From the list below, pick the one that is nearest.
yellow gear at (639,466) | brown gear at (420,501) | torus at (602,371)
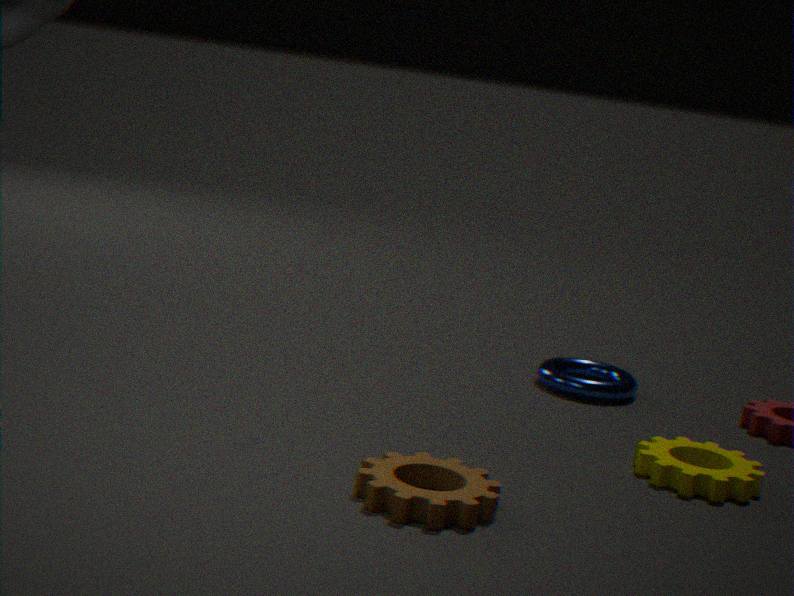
brown gear at (420,501)
